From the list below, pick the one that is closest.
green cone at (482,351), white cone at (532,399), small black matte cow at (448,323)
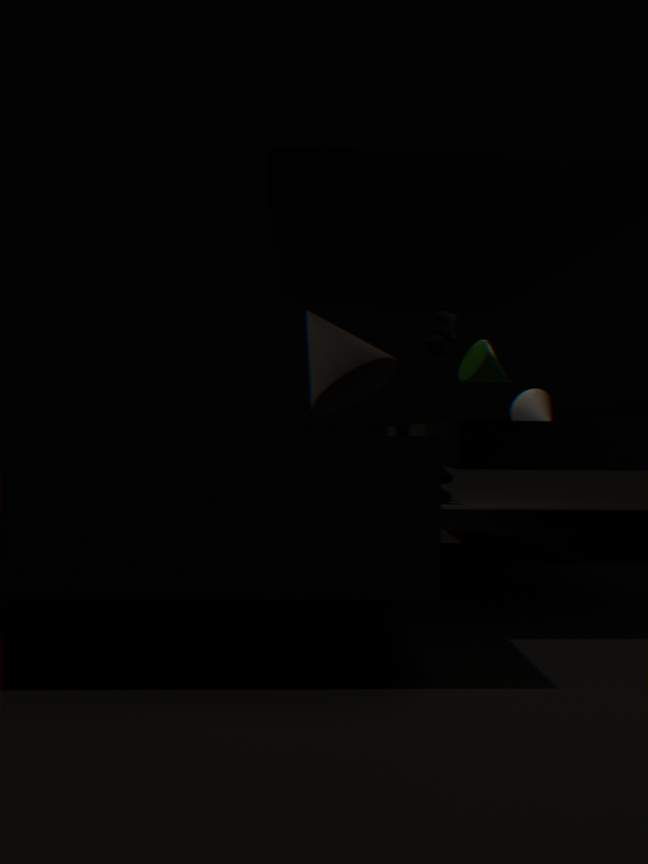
green cone at (482,351)
